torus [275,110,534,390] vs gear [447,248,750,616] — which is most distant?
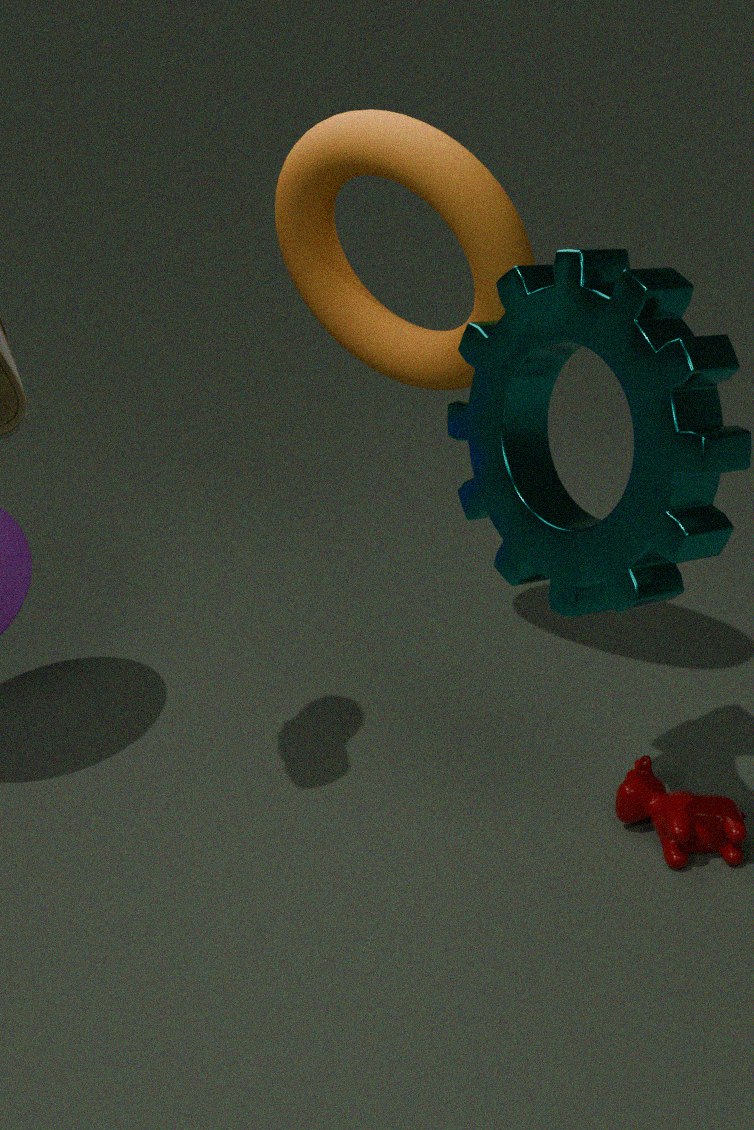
torus [275,110,534,390]
